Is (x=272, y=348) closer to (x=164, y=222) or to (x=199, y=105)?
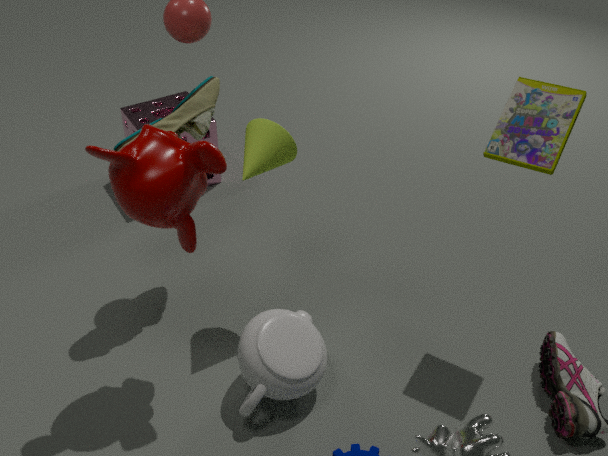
(x=164, y=222)
